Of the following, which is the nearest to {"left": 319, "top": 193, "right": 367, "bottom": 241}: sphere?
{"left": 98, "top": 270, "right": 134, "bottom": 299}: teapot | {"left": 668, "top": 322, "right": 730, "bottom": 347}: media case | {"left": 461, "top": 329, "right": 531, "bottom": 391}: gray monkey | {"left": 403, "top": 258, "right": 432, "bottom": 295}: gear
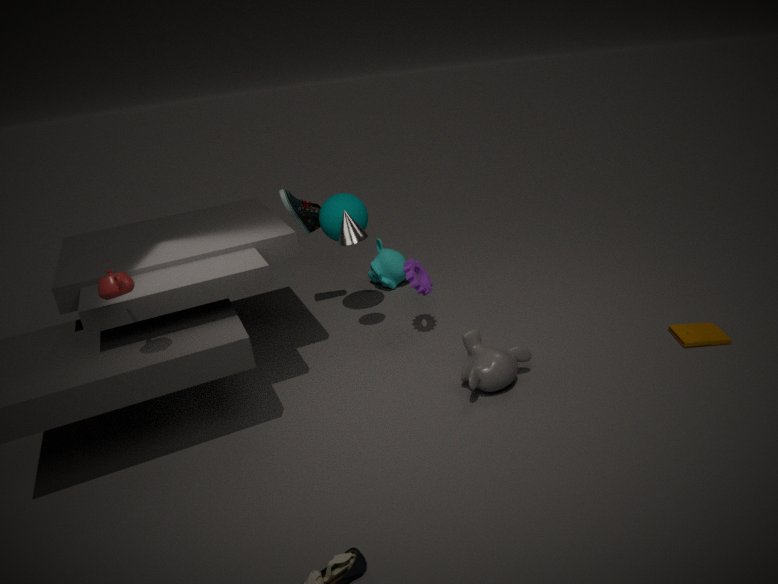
{"left": 403, "top": 258, "right": 432, "bottom": 295}: gear
